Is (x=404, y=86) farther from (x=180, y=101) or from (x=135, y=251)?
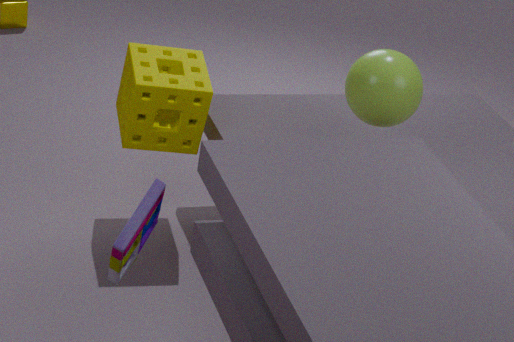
(x=135, y=251)
